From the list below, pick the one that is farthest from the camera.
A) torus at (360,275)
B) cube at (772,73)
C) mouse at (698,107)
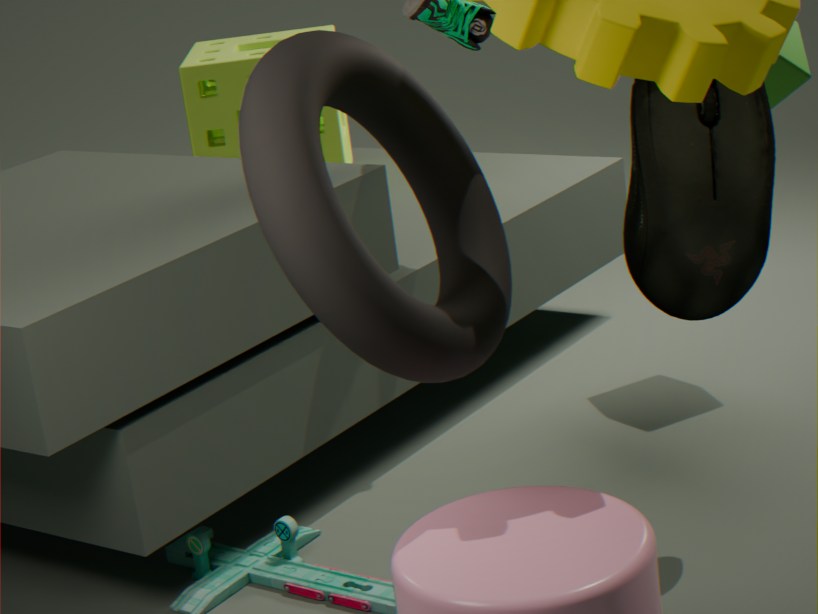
cube at (772,73)
